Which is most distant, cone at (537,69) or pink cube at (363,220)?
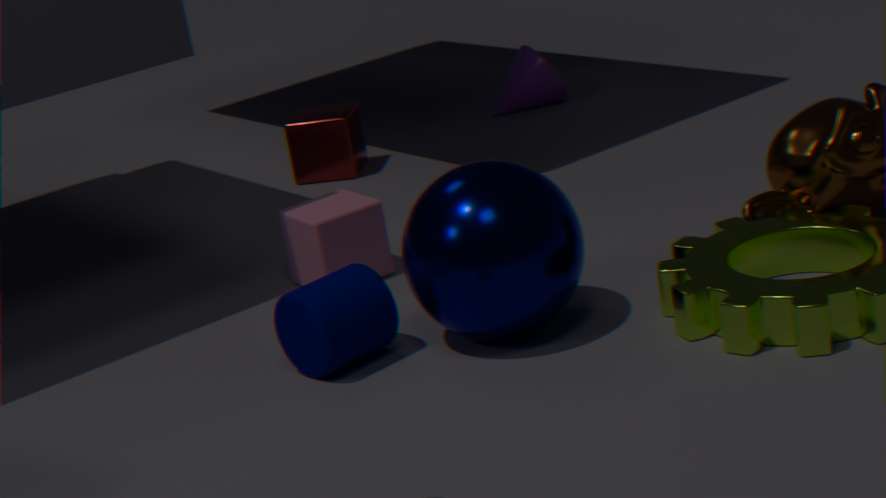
cone at (537,69)
